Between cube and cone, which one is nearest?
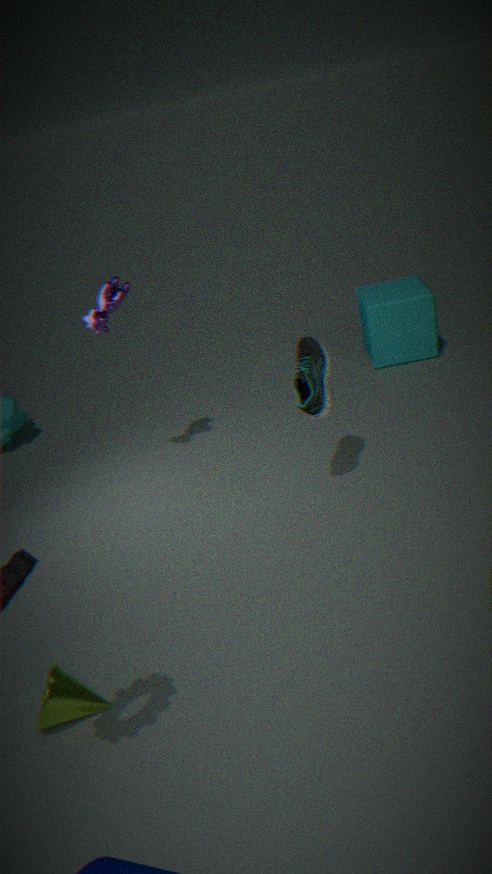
cone
